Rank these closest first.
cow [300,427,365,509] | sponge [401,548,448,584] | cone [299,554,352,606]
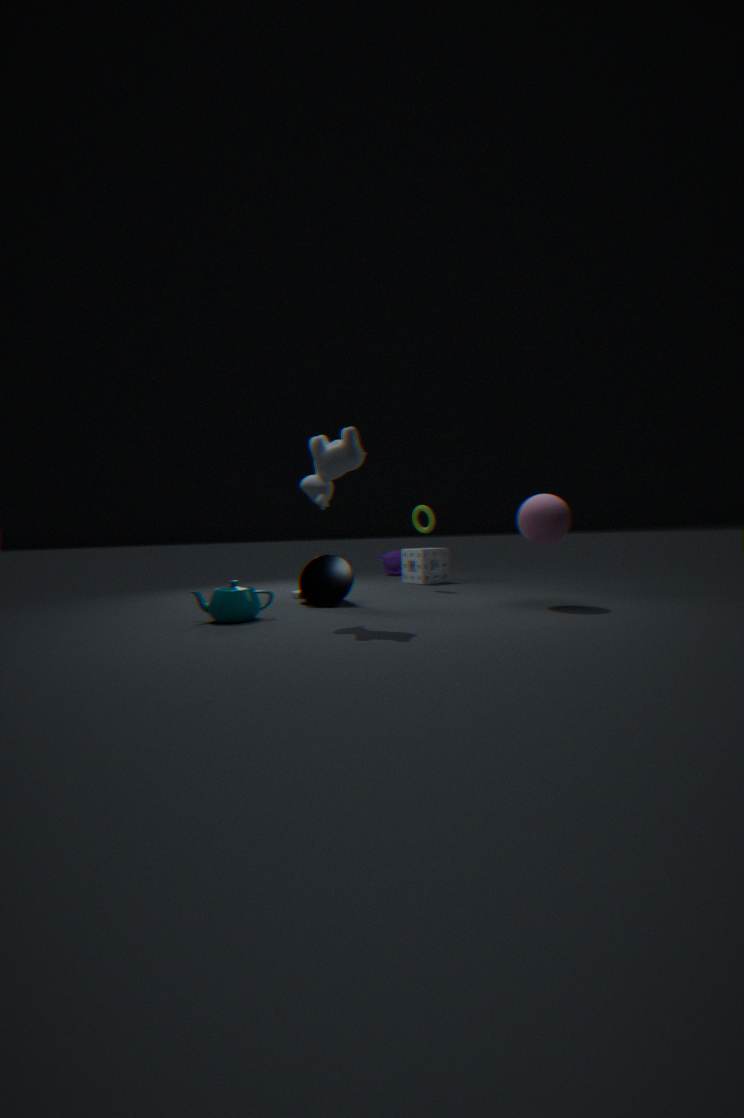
cow [300,427,365,509] → cone [299,554,352,606] → sponge [401,548,448,584]
